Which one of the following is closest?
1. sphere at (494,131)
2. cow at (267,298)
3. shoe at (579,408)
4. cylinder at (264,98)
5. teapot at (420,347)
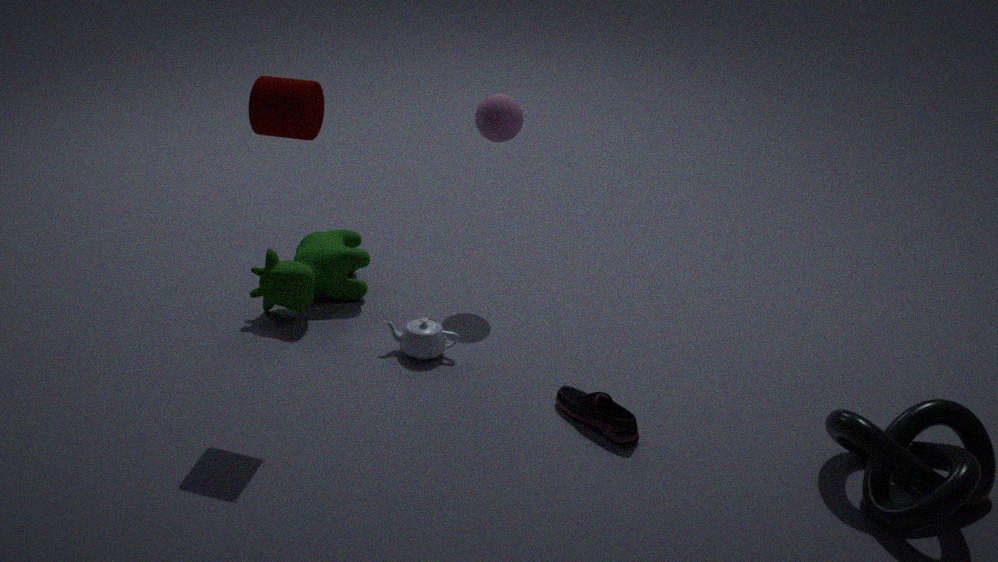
cylinder at (264,98)
